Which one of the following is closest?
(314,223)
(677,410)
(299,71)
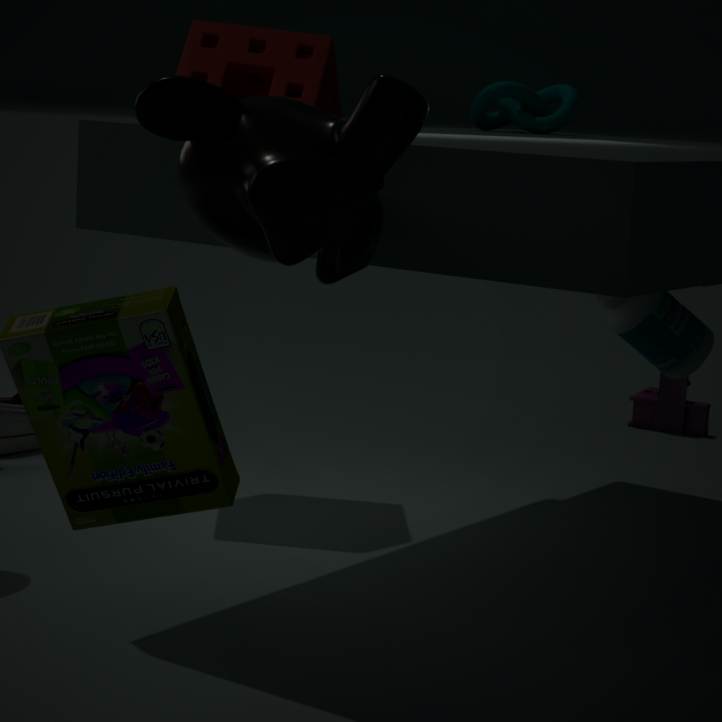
(314,223)
